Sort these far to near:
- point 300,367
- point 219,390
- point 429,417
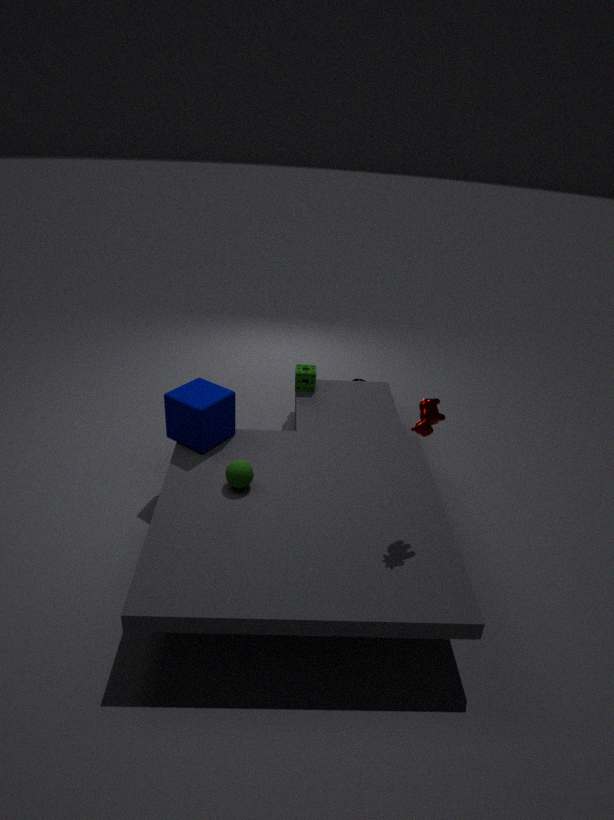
1. point 300,367
2. point 219,390
3. point 429,417
